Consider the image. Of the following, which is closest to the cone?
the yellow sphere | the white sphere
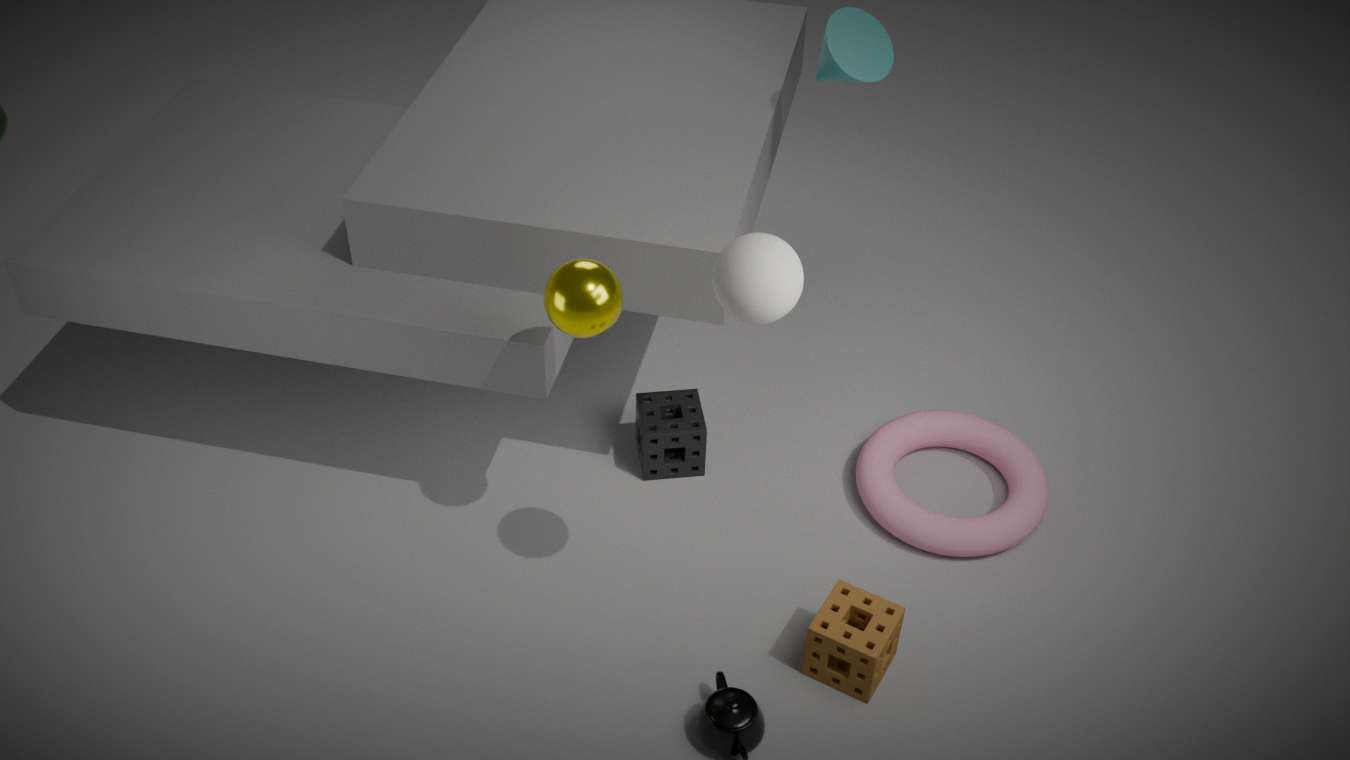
the yellow sphere
